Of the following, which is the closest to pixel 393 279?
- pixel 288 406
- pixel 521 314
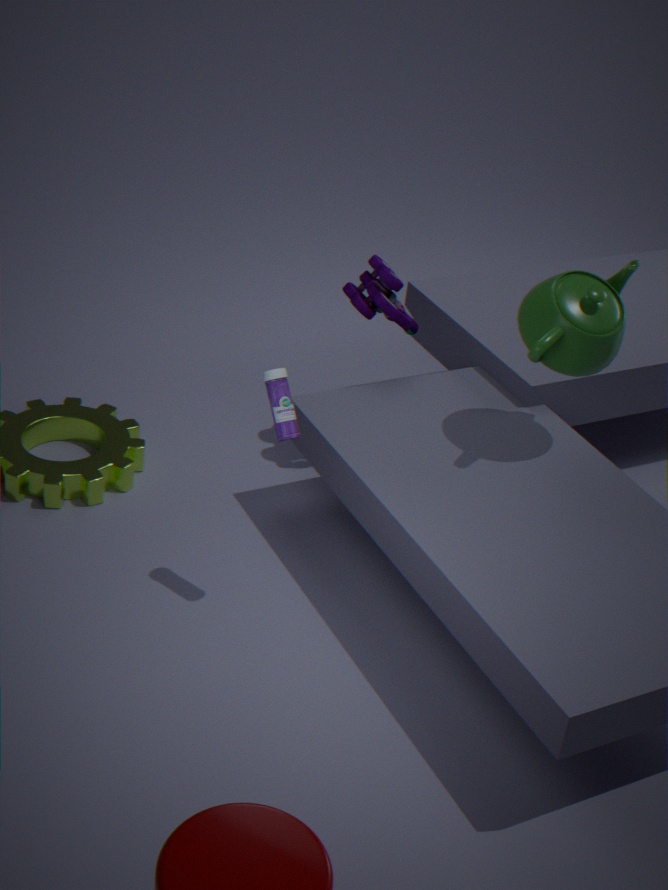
pixel 521 314
